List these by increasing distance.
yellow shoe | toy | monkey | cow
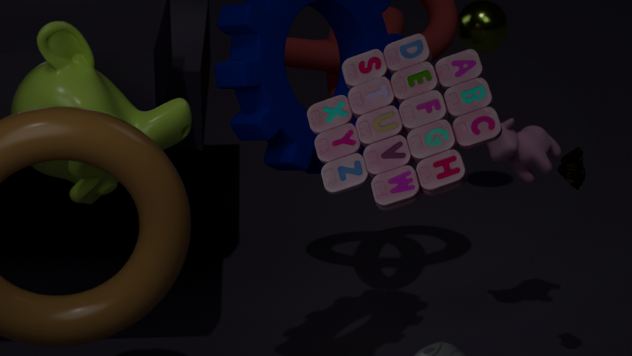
toy, monkey, yellow shoe, cow
